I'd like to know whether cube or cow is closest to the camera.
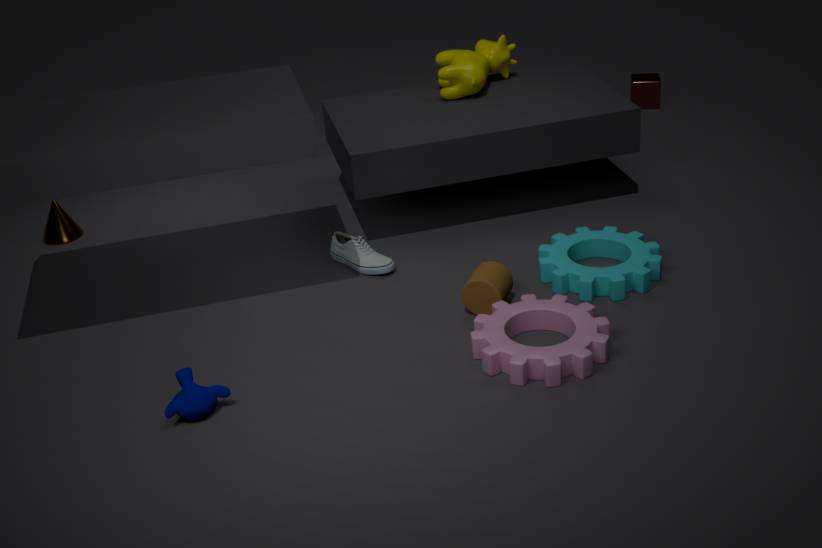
cow
